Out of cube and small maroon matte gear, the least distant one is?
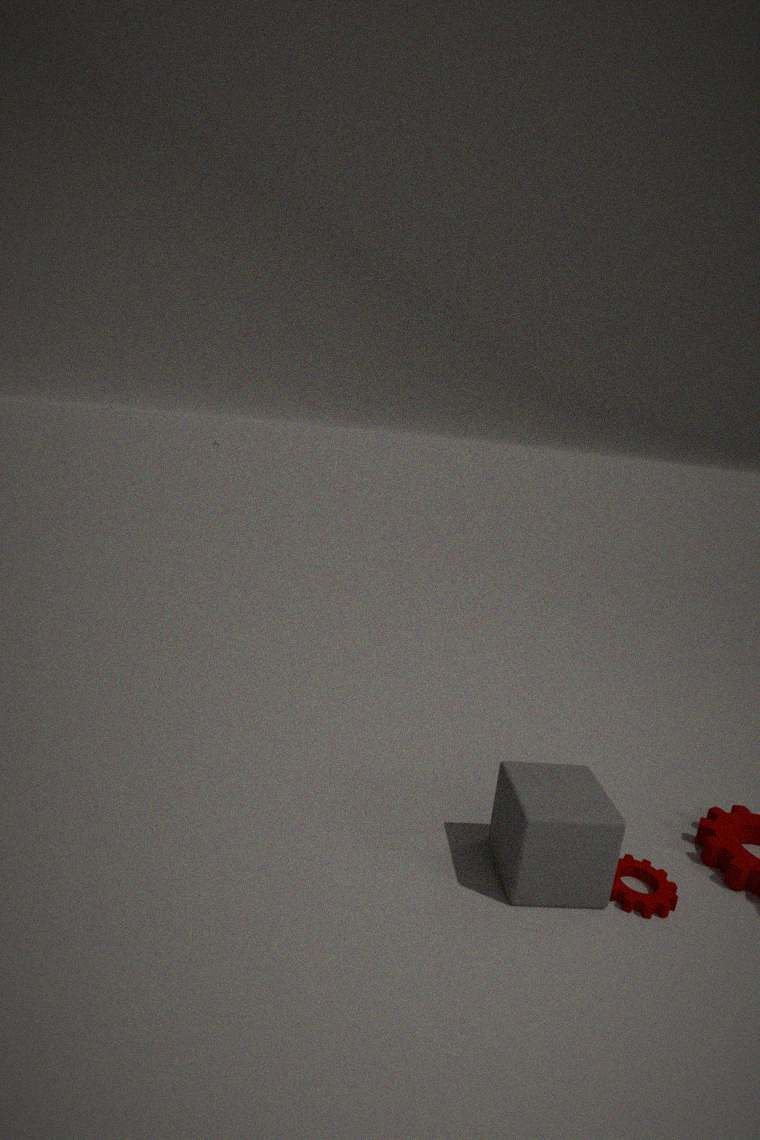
cube
